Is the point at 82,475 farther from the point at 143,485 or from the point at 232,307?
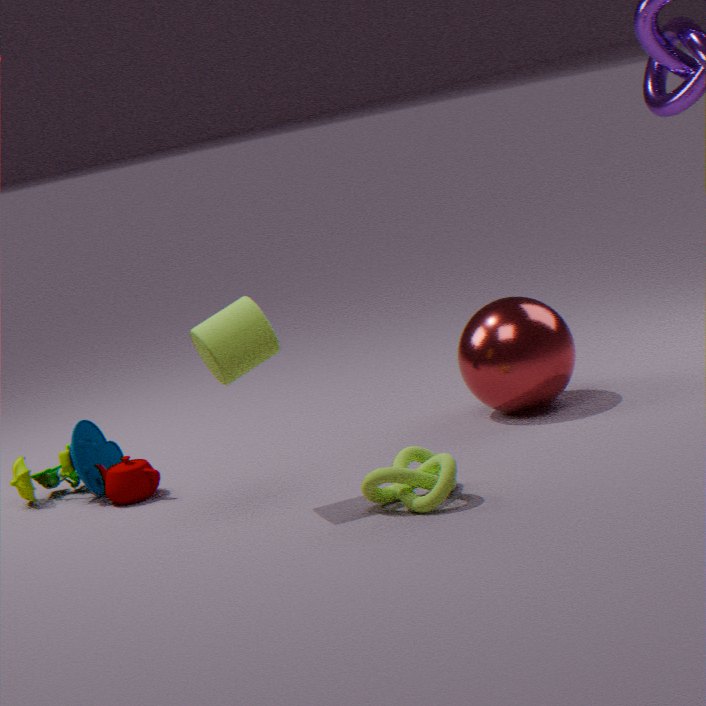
the point at 232,307
